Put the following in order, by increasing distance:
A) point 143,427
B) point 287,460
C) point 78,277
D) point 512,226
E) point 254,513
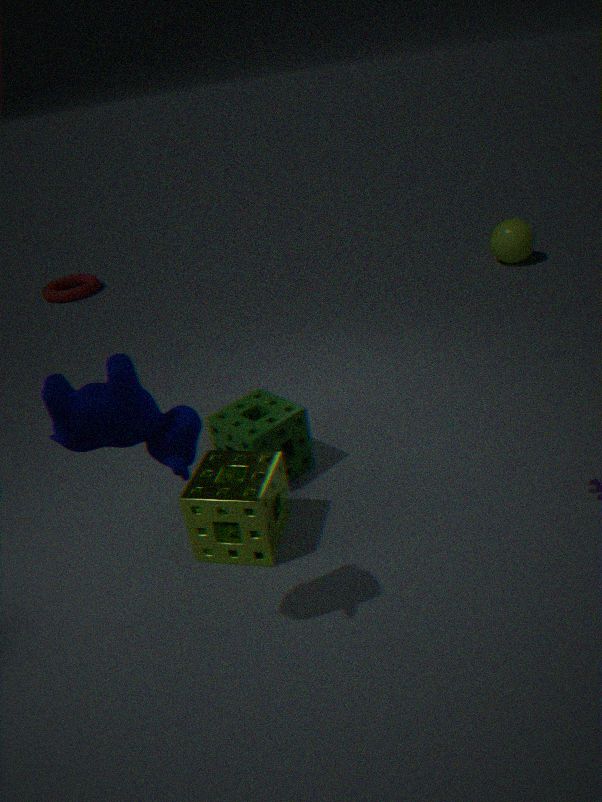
point 143,427
point 254,513
point 287,460
point 512,226
point 78,277
